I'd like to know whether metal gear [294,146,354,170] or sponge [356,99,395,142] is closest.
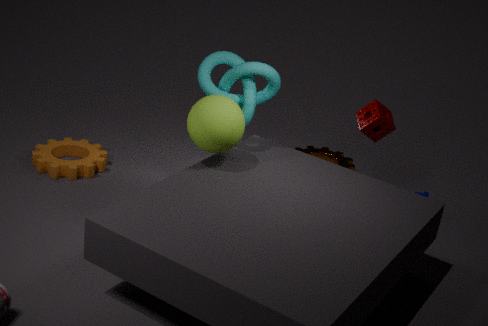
sponge [356,99,395,142]
